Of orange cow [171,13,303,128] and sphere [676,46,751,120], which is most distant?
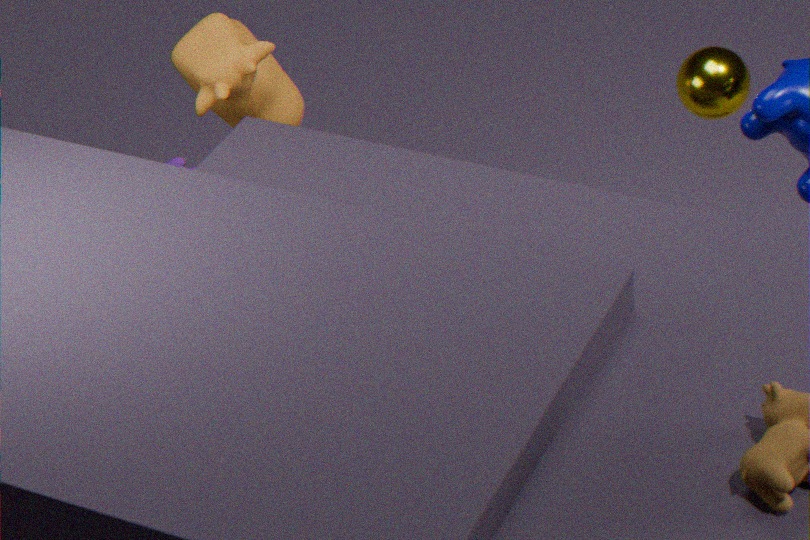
sphere [676,46,751,120]
